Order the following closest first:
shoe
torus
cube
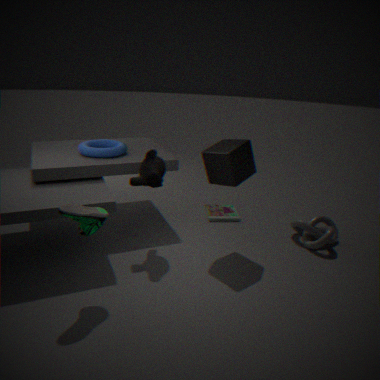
shoe, cube, torus
